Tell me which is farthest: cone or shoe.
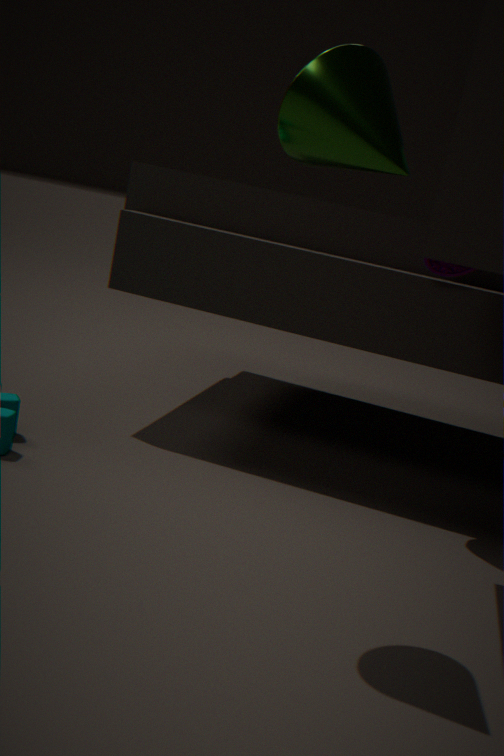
shoe
